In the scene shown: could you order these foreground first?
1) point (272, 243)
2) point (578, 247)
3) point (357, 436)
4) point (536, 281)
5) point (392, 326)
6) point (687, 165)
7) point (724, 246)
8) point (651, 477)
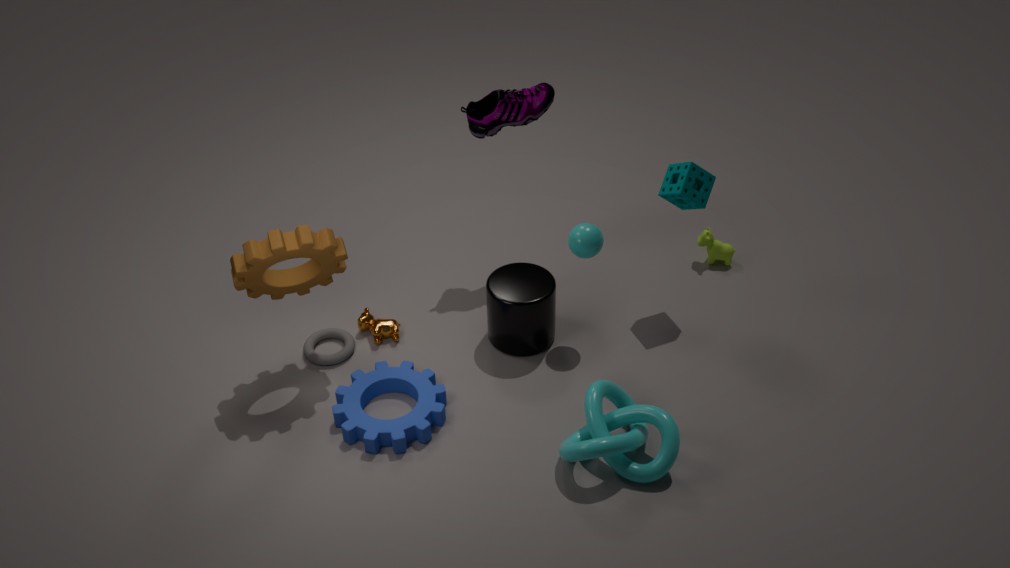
8. point (651, 477) → 1. point (272, 243) → 3. point (357, 436) → 2. point (578, 247) → 6. point (687, 165) → 4. point (536, 281) → 5. point (392, 326) → 7. point (724, 246)
